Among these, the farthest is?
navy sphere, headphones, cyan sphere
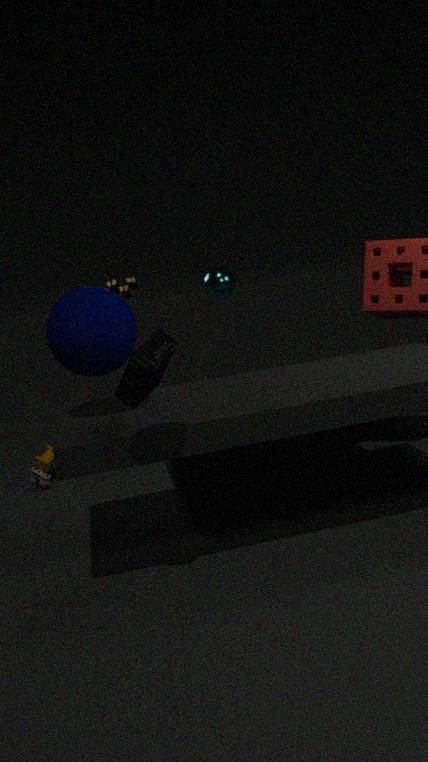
cyan sphere
